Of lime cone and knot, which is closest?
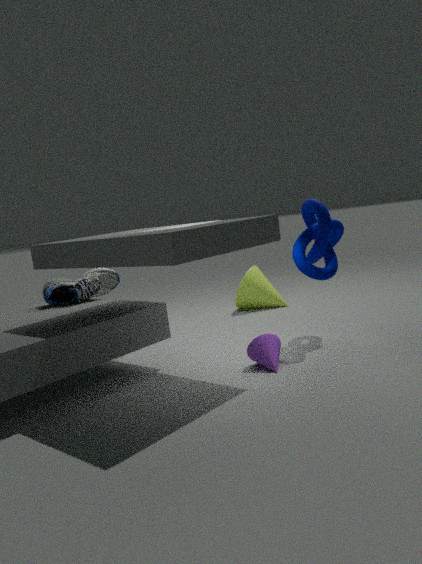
knot
